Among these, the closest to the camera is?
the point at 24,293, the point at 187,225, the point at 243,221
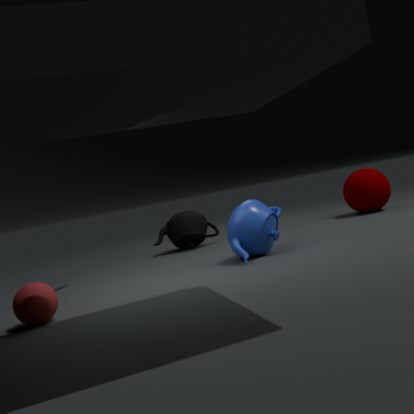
the point at 24,293
